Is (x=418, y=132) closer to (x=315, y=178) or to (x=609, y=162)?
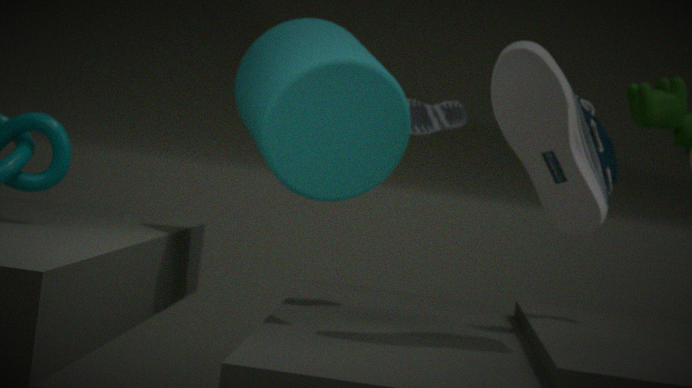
(x=315, y=178)
